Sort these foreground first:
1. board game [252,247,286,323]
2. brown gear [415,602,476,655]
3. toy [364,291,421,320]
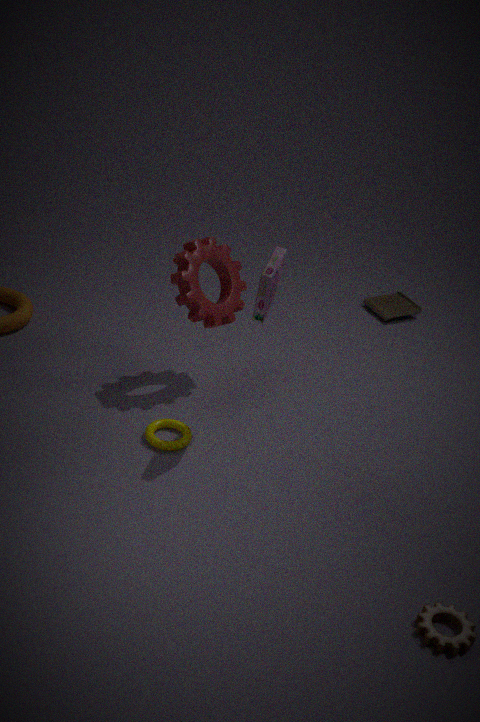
brown gear [415,602,476,655]
board game [252,247,286,323]
toy [364,291,421,320]
